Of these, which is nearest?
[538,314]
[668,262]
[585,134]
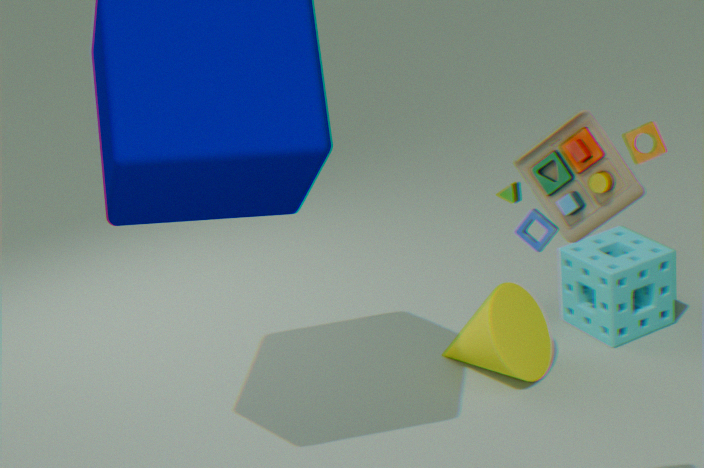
[585,134]
